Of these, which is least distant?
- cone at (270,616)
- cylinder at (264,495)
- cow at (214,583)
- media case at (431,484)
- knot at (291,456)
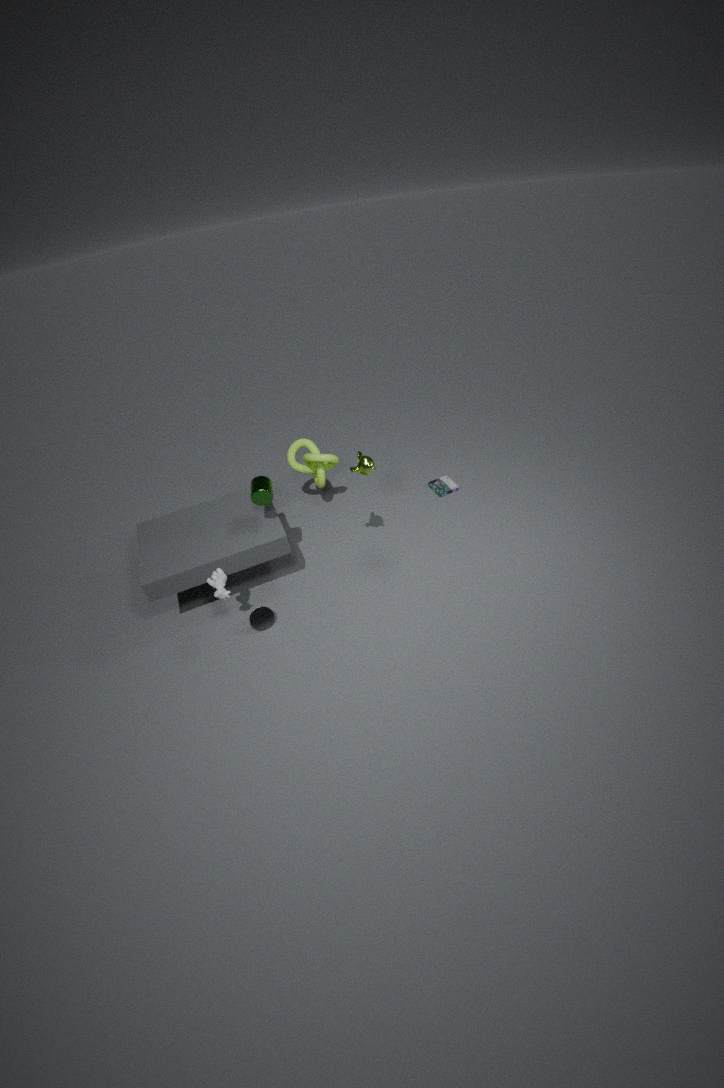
cow at (214,583)
